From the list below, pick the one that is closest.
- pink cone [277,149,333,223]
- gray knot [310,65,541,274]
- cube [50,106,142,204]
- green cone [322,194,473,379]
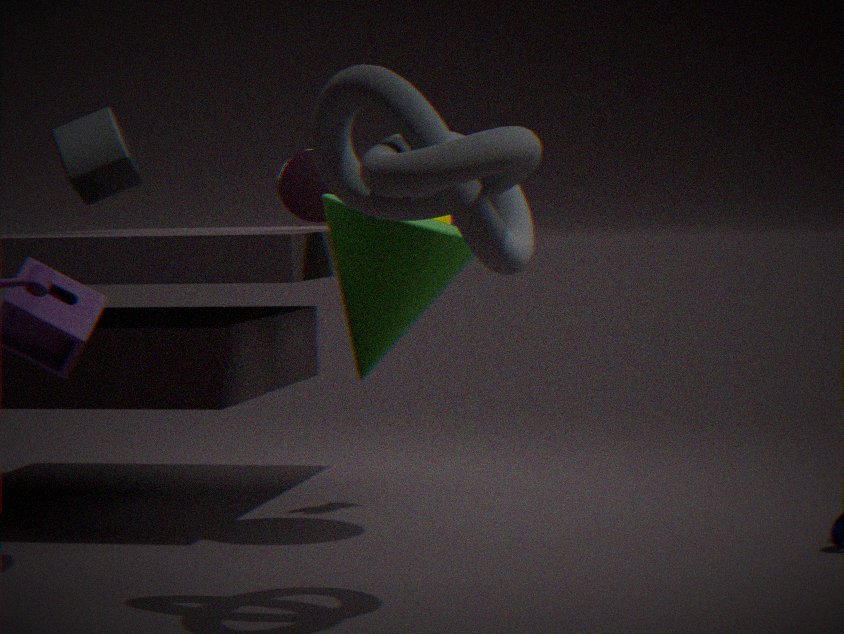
gray knot [310,65,541,274]
